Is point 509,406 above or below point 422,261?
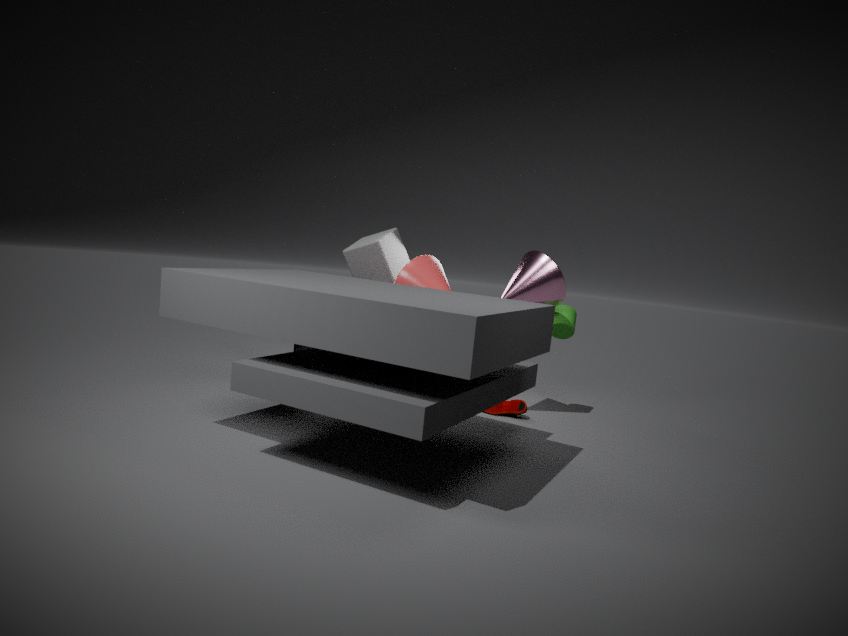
below
